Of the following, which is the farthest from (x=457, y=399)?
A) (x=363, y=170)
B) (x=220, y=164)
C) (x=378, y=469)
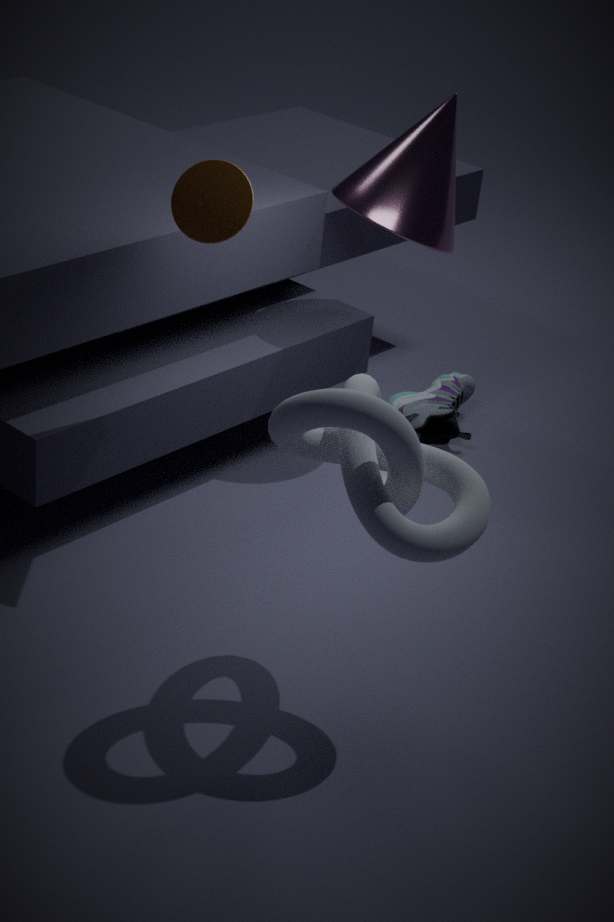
(x=378, y=469)
